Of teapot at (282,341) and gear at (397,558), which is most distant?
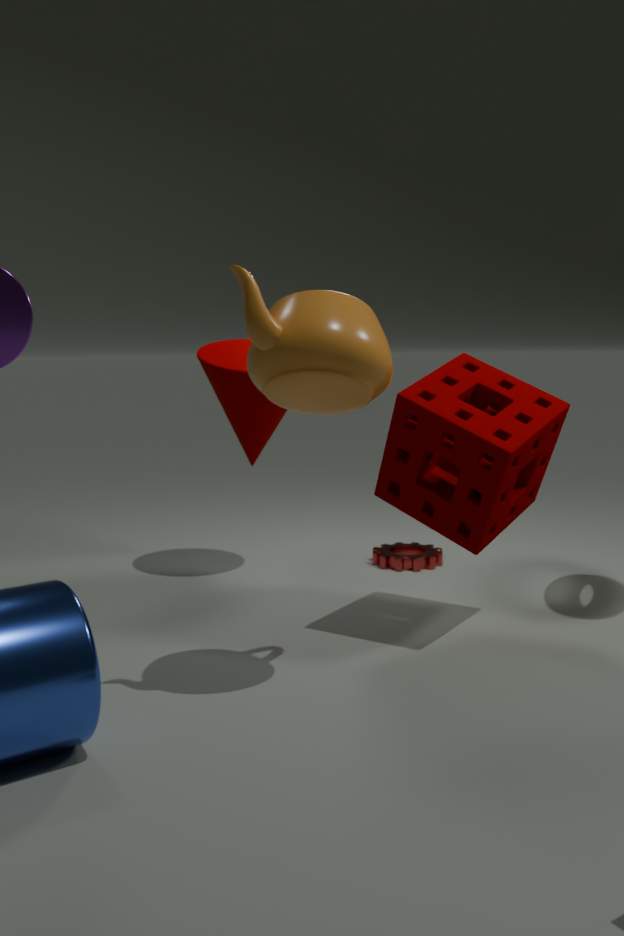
gear at (397,558)
